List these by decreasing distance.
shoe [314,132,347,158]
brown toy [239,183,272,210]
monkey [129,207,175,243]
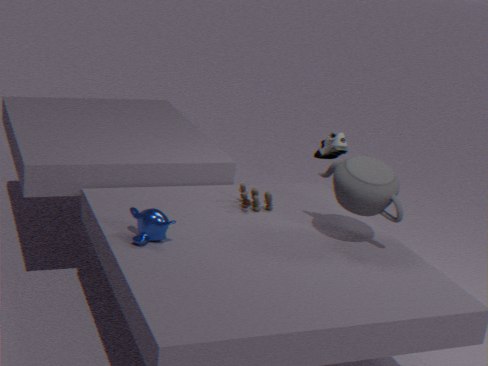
shoe [314,132,347,158], brown toy [239,183,272,210], monkey [129,207,175,243]
